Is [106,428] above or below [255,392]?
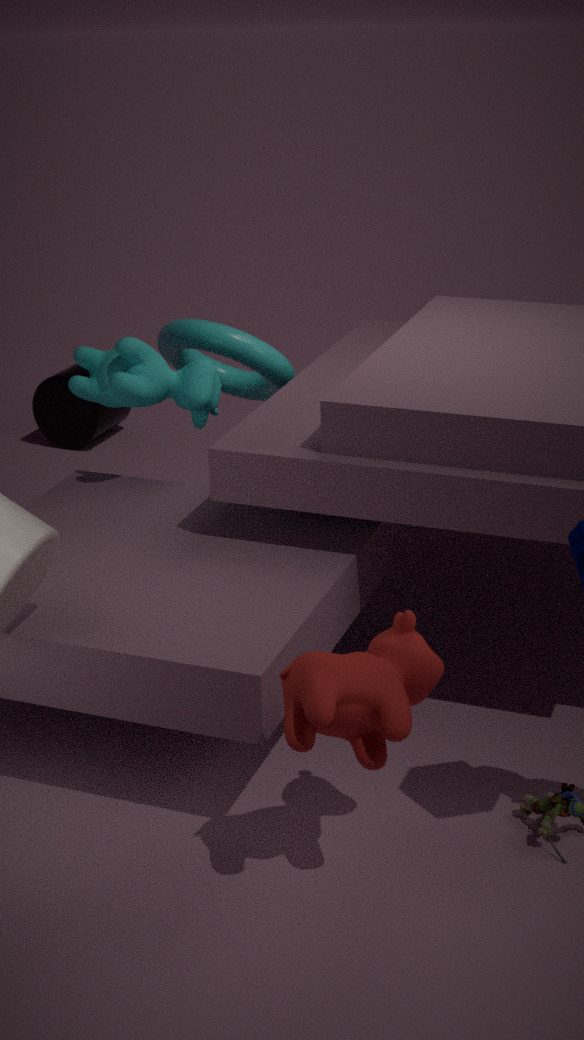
below
